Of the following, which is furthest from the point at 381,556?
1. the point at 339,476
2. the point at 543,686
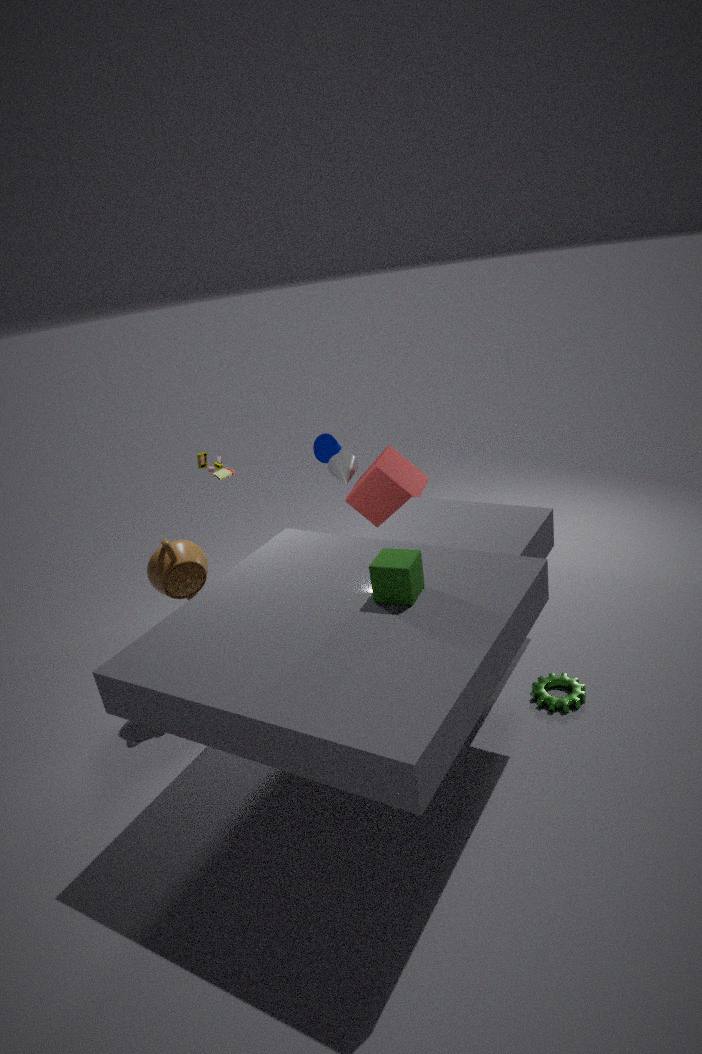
the point at 339,476
